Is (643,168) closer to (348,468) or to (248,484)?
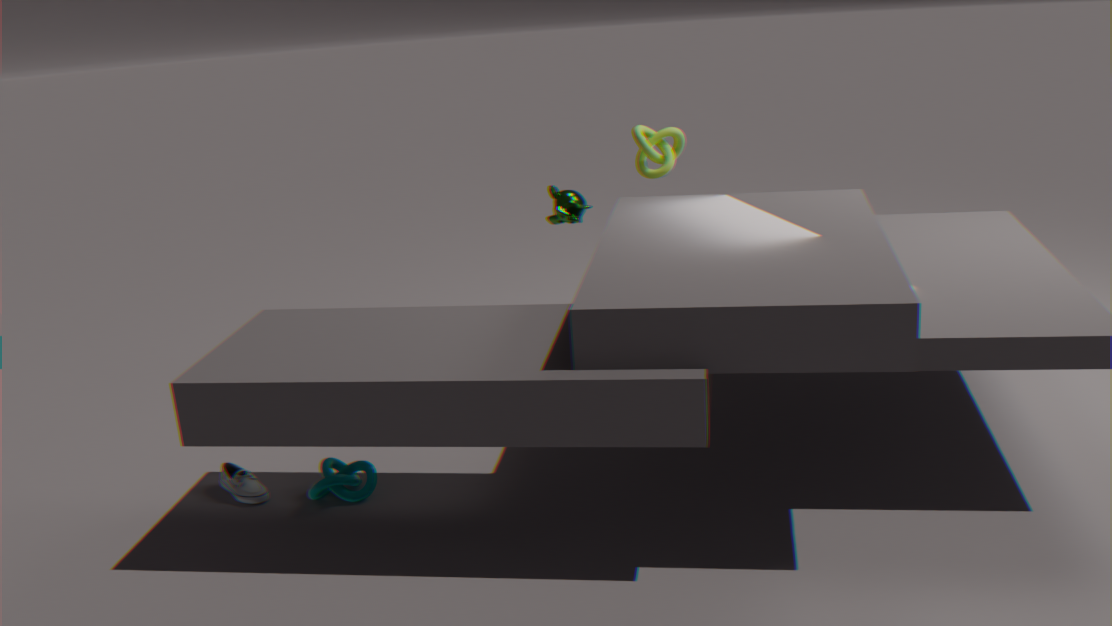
(348,468)
